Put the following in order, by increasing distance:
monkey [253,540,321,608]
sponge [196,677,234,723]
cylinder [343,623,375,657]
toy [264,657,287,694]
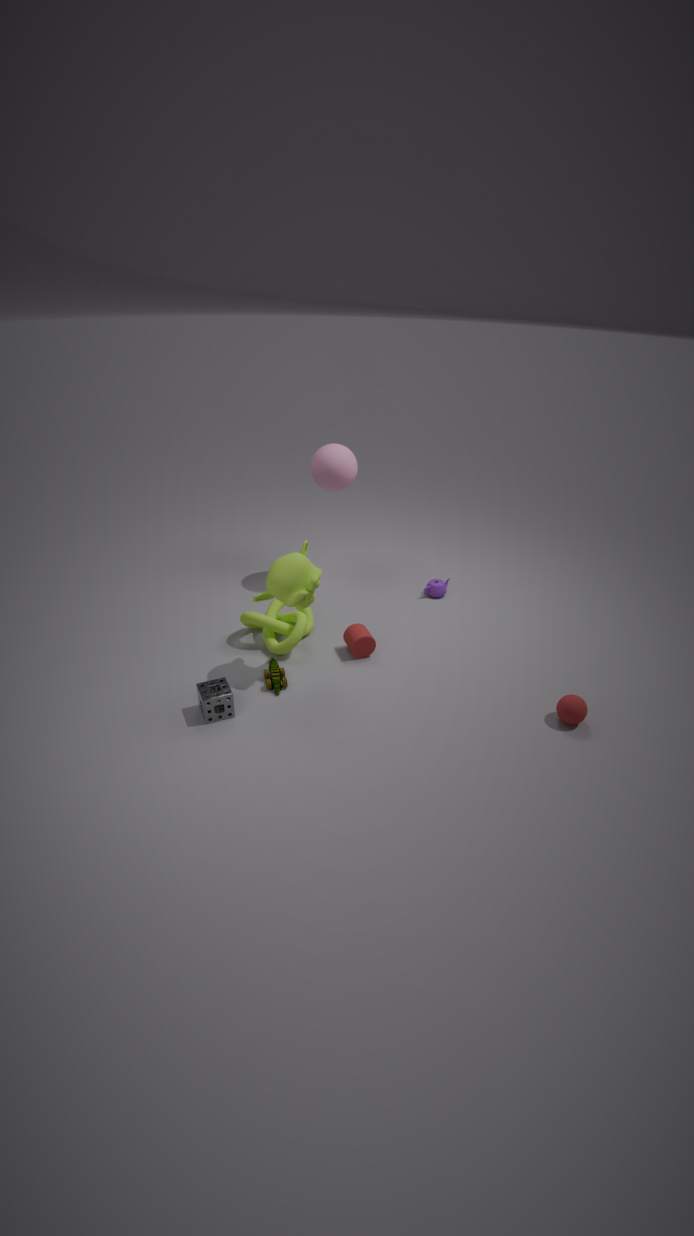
1. sponge [196,677,234,723]
2. monkey [253,540,321,608]
3. toy [264,657,287,694]
4. cylinder [343,623,375,657]
